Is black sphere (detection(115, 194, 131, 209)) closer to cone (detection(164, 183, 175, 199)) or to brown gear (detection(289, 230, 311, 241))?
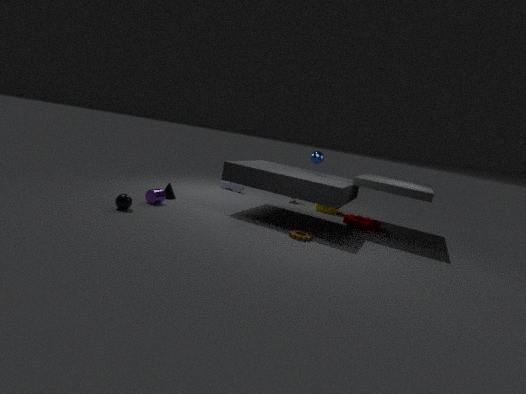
cone (detection(164, 183, 175, 199))
